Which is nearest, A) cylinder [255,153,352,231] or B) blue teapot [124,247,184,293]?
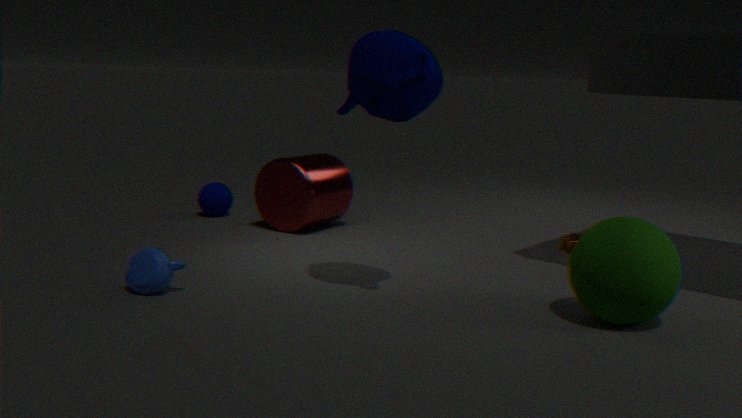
B. blue teapot [124,247,184,293]
